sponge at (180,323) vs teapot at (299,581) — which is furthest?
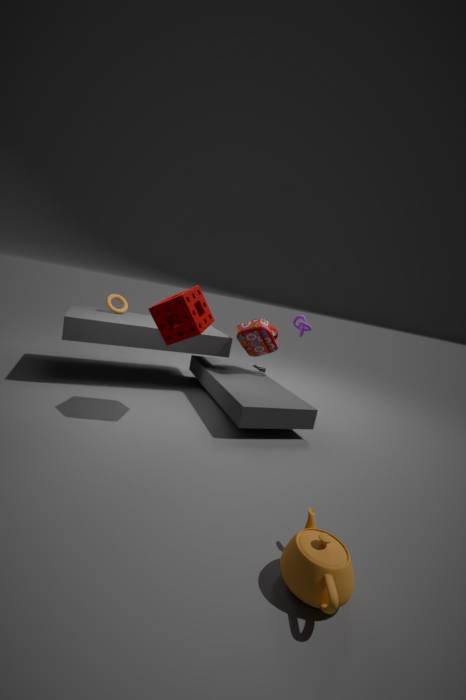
sponge at (180,323)
